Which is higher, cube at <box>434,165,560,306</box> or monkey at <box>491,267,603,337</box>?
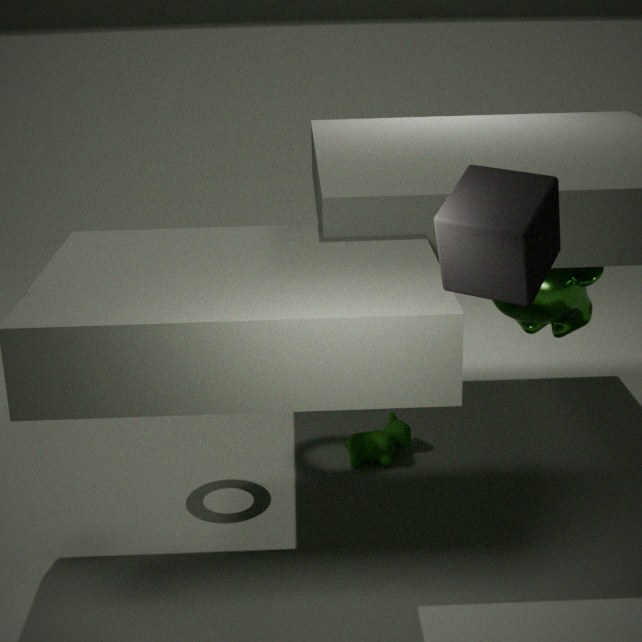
cube at <box>434,165,560,306</box>
